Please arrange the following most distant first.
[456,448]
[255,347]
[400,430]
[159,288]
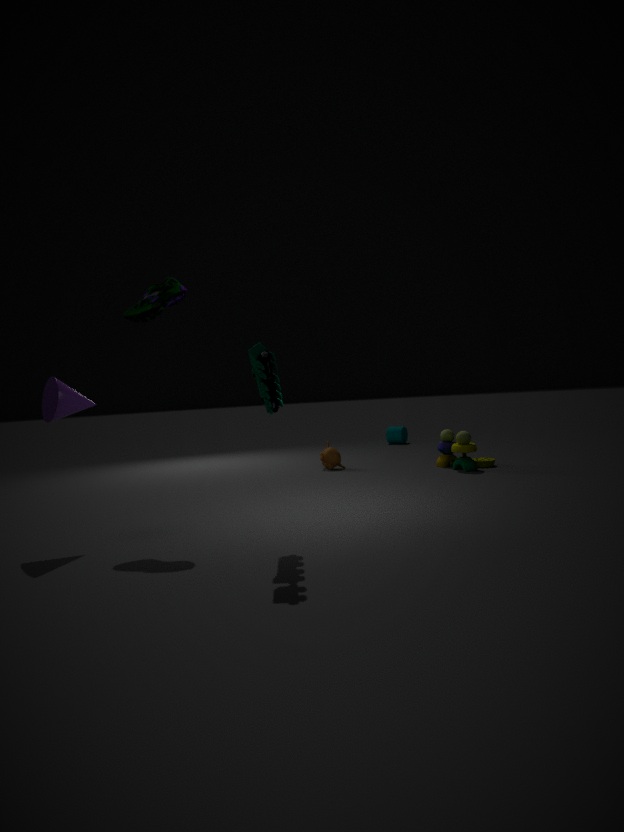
[400,430]
[456,448]
[159,288]
[255,347]
